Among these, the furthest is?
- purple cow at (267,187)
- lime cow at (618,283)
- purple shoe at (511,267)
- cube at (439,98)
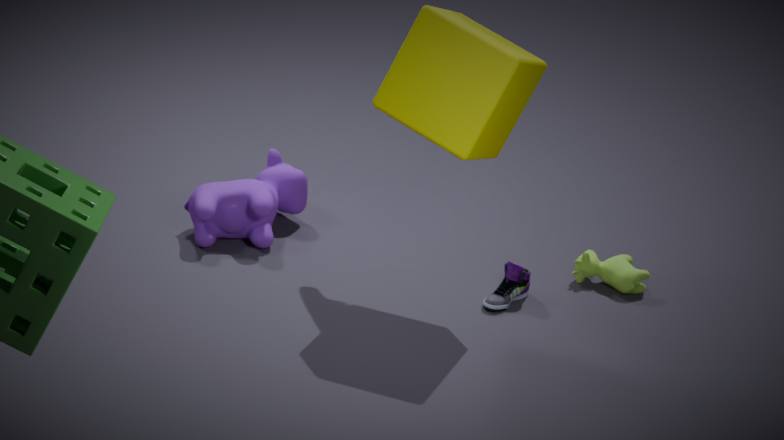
lime cow at (618,283)
